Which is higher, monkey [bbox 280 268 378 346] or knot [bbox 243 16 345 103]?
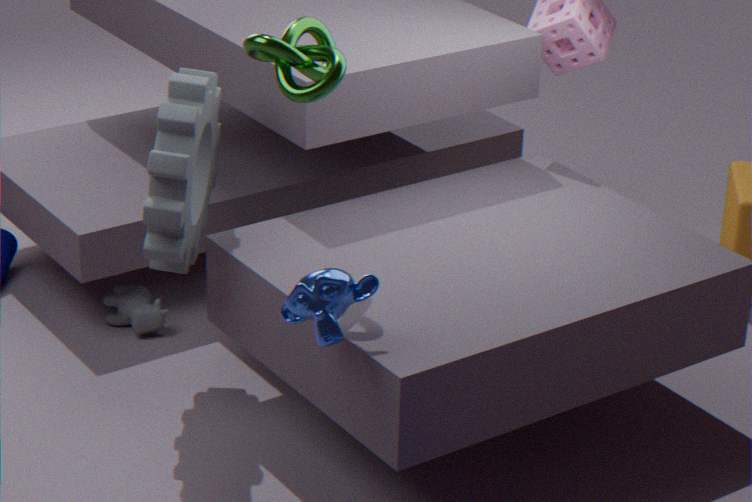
knot [bbox 243 16 345 103]
